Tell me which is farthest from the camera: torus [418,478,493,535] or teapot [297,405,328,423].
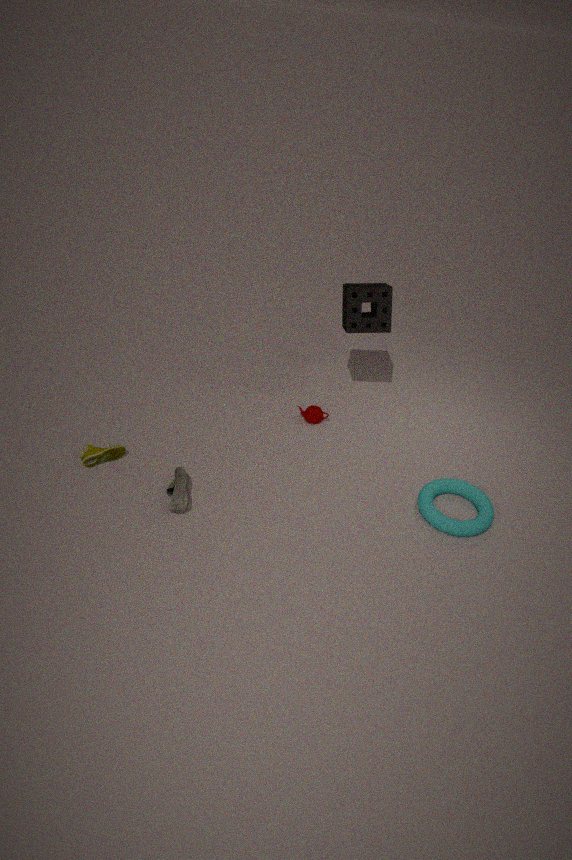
teapot [297,405,328,423]
